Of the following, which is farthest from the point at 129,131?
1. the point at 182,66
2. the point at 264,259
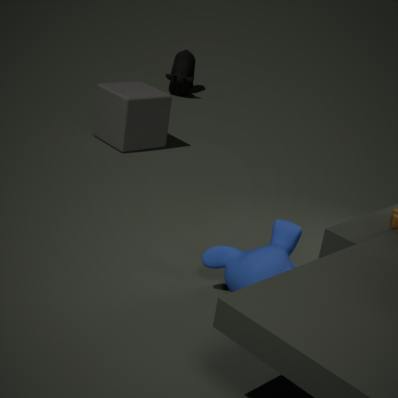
the point at 264,259
